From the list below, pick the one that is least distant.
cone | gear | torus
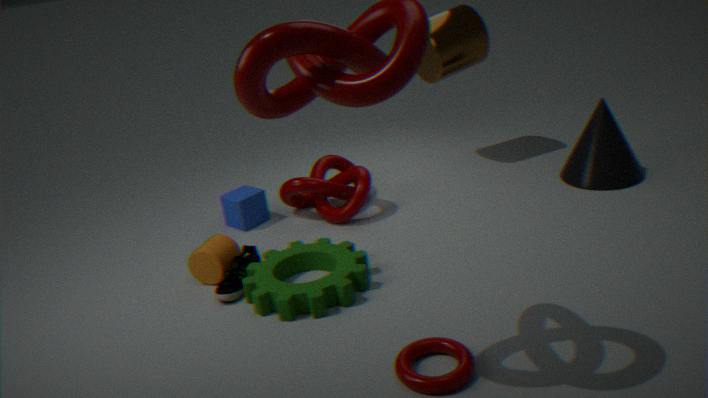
torus
